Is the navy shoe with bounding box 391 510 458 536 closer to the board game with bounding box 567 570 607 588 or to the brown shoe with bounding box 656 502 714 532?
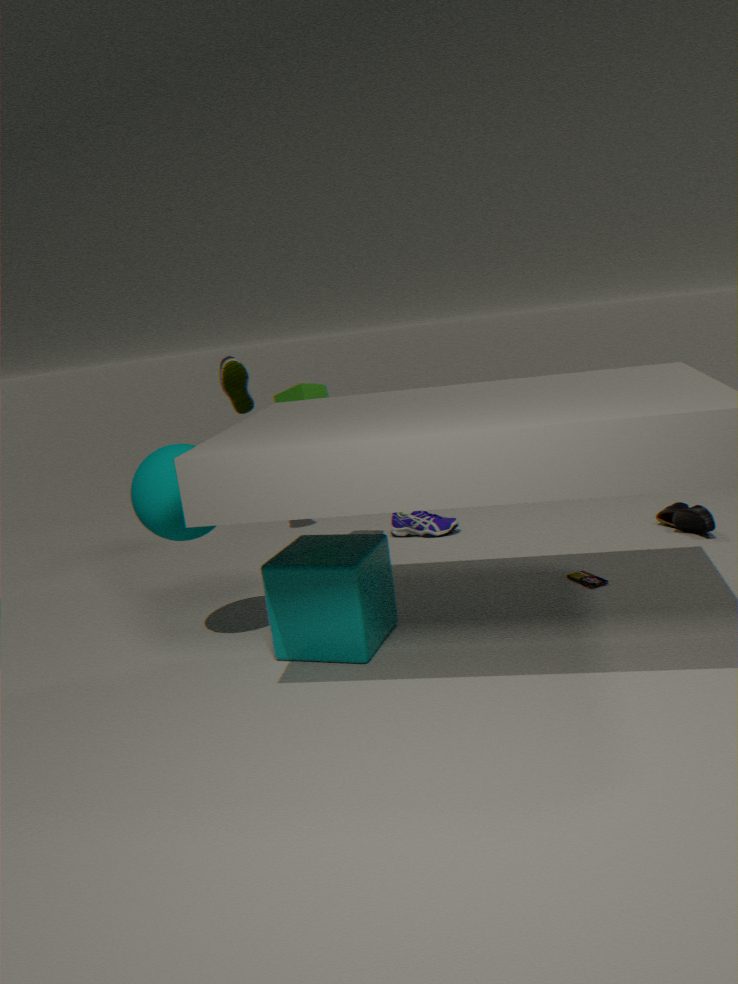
the board game with bounding box 567 570 607 588
